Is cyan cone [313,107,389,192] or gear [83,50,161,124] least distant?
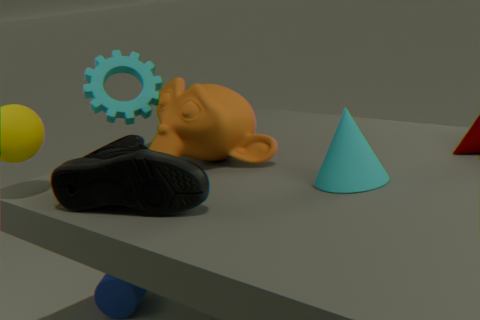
cyan cone [313,107,389,192]
